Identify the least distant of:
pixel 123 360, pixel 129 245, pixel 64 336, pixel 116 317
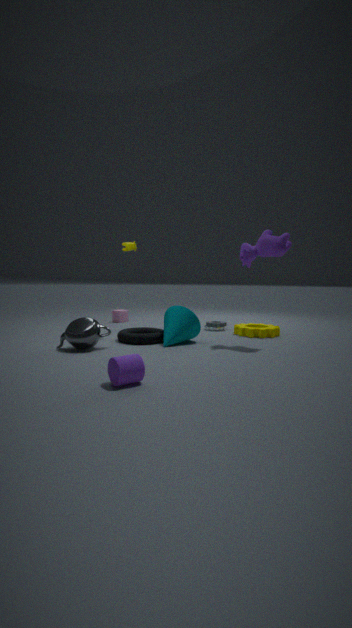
pixel 123 360
